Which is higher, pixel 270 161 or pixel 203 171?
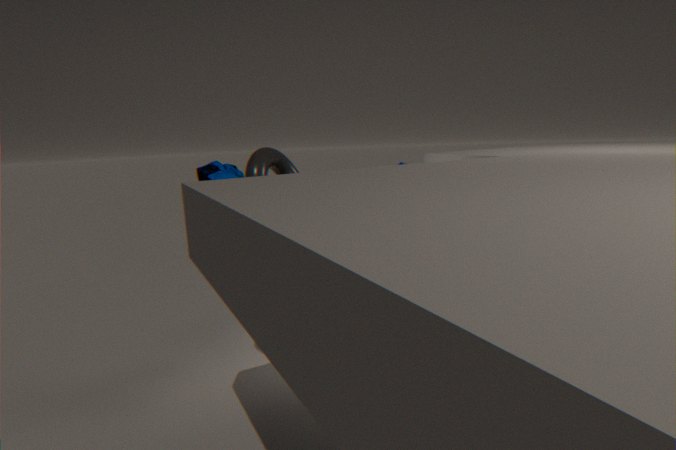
pixel 203 171
